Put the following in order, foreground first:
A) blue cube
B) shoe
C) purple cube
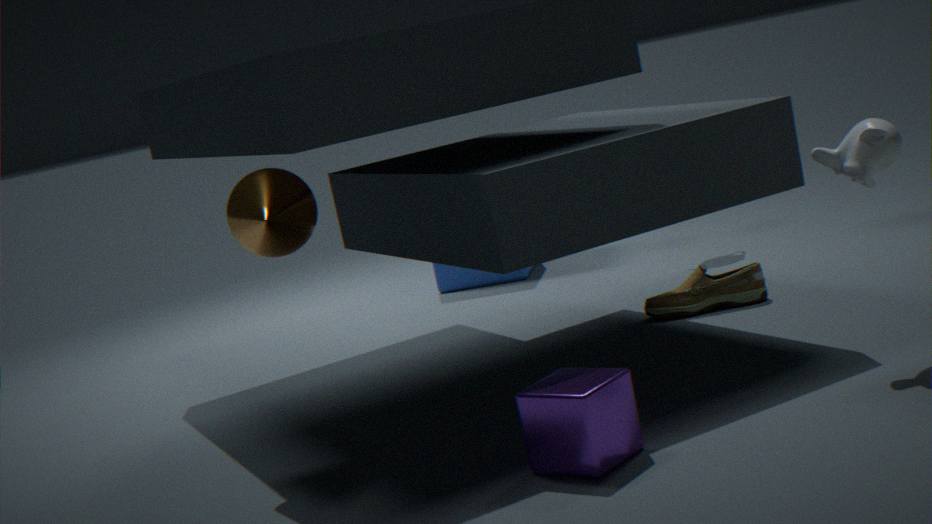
purple cube → shoe → blue cube
